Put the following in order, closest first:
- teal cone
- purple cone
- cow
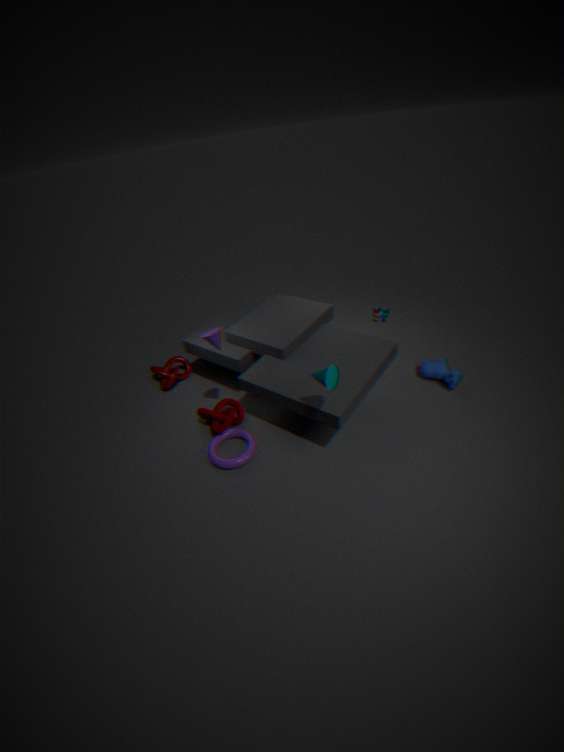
teal cone
purple cone
cow
